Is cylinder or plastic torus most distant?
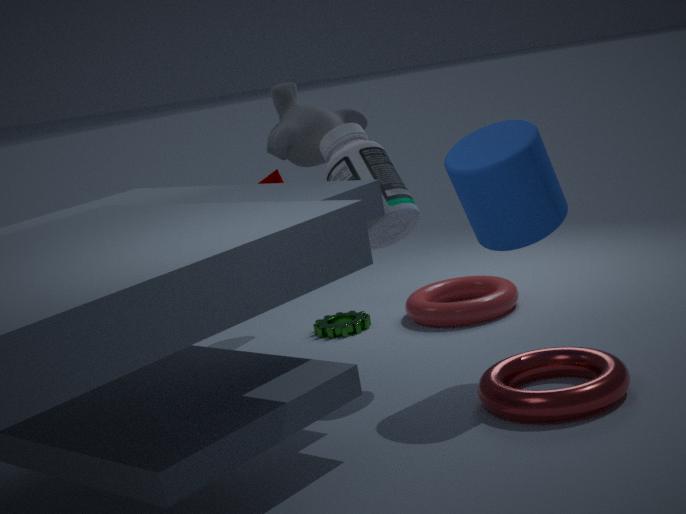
plastic torus
